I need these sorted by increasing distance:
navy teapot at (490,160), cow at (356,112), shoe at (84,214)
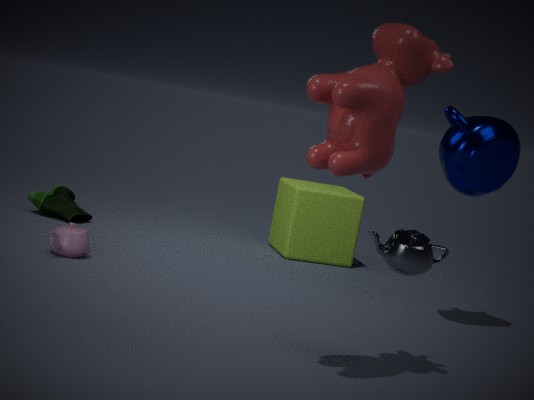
cow at (356,112), navy teapot at (490,160), shoe at (84,214)
